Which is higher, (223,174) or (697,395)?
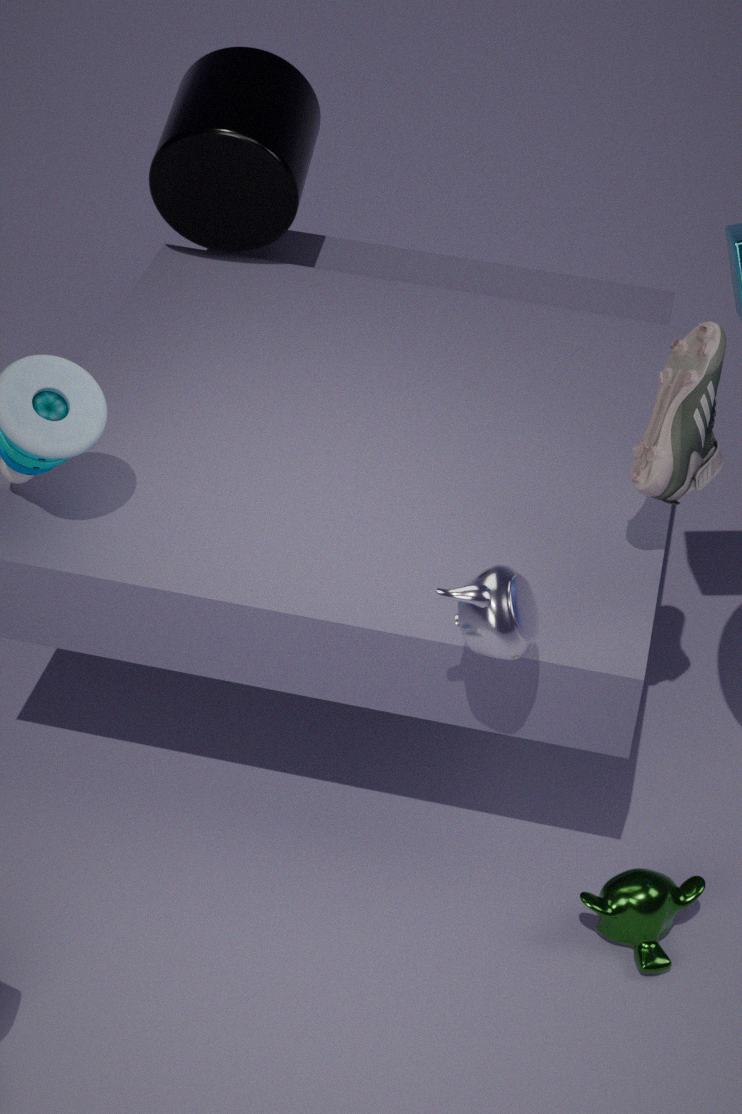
(697,395)
